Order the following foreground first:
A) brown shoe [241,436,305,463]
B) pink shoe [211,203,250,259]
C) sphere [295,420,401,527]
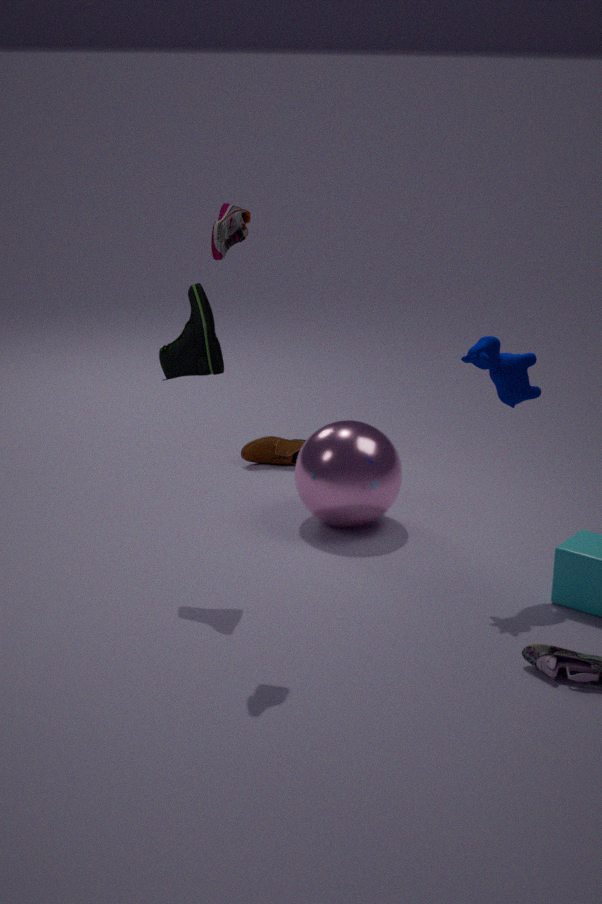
1. pink shoe [211,203,250,259]
2. sphere [295,420,401,527]
3. brown shoe [241,436,305,463]
